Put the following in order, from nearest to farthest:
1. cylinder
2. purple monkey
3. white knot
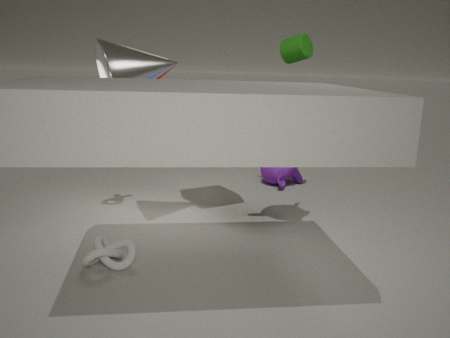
white knot, cylinder, purple monkey
